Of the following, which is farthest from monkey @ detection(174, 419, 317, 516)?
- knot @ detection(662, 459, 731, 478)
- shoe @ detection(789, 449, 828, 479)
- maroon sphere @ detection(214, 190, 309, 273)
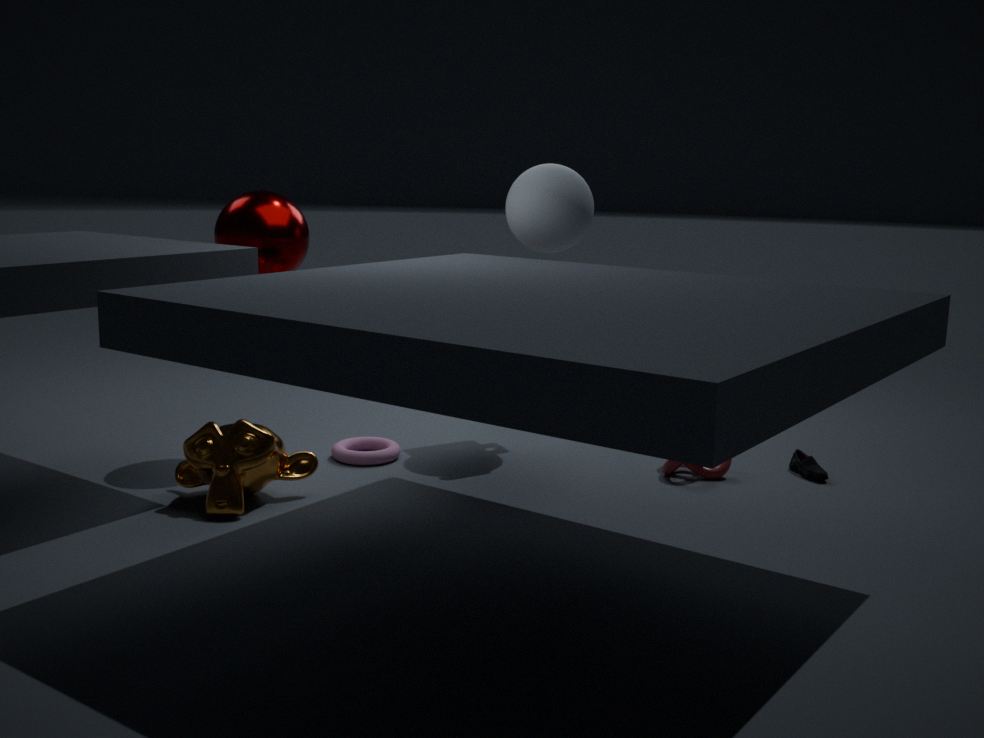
shoe @ detection(789, 449, 828, 479)
